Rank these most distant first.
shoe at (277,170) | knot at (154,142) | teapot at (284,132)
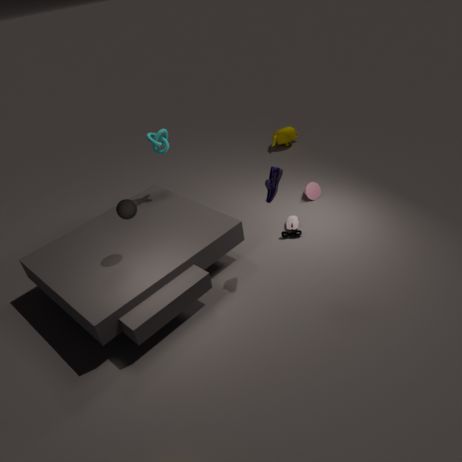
1. teapot at (284,132)
2. knot at (154,142)
3. shoe at (277,170)
